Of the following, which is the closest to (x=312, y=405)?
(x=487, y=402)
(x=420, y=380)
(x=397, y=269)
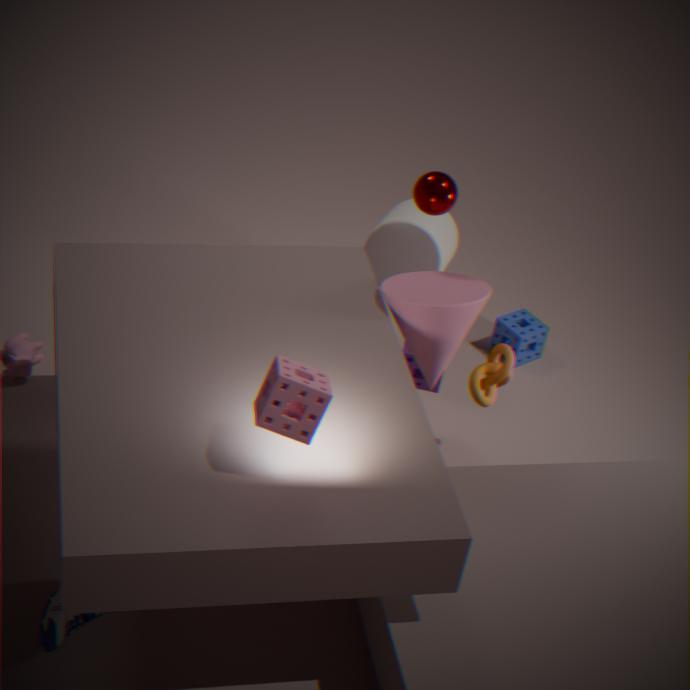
(x=487, y=402)
